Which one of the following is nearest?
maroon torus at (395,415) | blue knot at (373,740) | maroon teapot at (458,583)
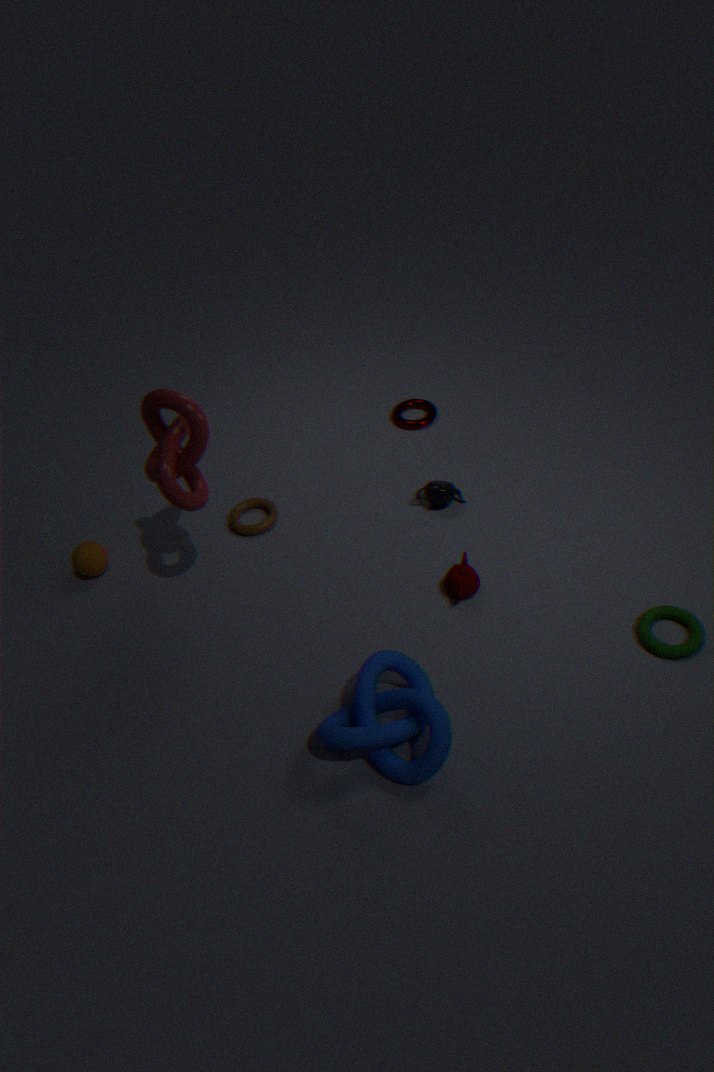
blue knot at (373,740)
